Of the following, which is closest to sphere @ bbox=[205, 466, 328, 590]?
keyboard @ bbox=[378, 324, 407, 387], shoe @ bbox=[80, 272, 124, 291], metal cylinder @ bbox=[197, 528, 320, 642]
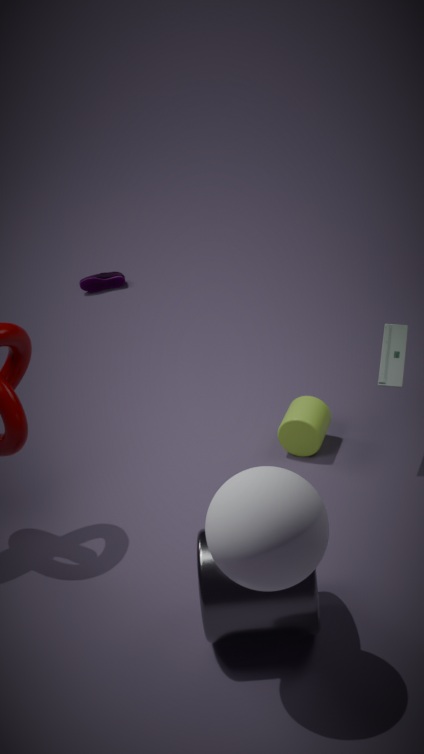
metal cylinder @ bbox=[197, 528, 320, 642]
